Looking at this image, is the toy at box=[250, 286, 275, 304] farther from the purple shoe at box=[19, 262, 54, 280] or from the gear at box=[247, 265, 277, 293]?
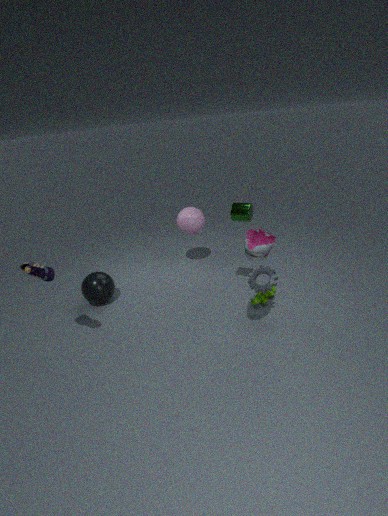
the purple shoe at box=[19, 262, 54, 280]
